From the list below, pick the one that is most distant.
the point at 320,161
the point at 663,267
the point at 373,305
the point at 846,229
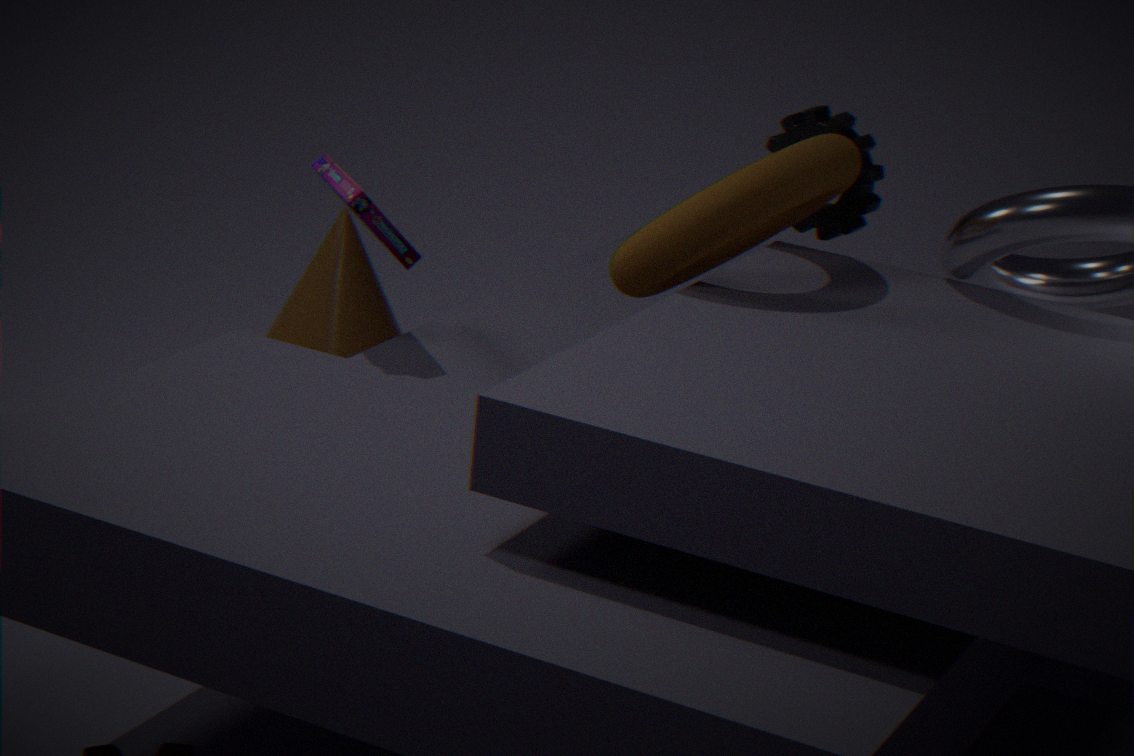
the point at 373,305
